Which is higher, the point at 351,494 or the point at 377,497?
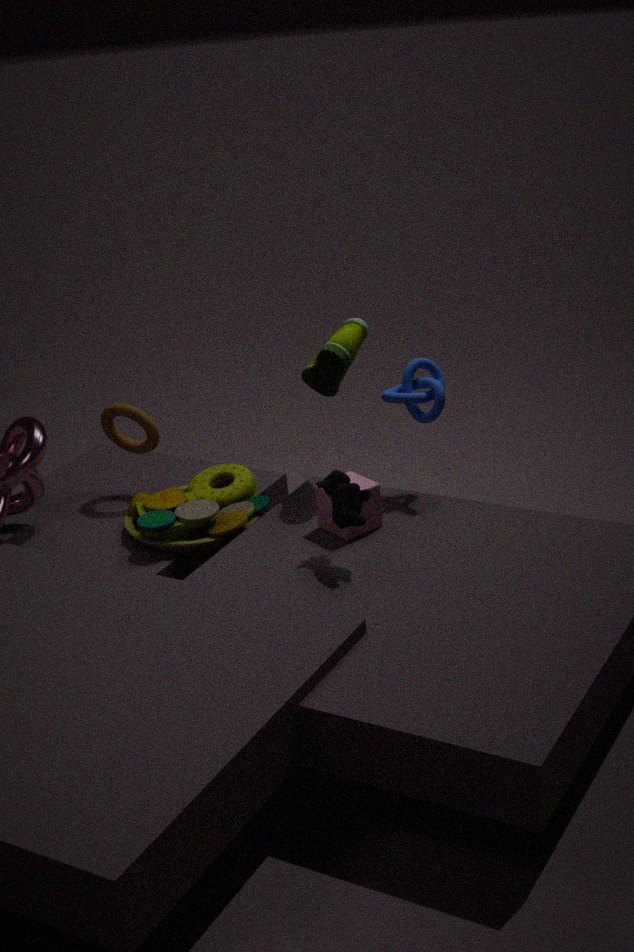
the point at 351,494
